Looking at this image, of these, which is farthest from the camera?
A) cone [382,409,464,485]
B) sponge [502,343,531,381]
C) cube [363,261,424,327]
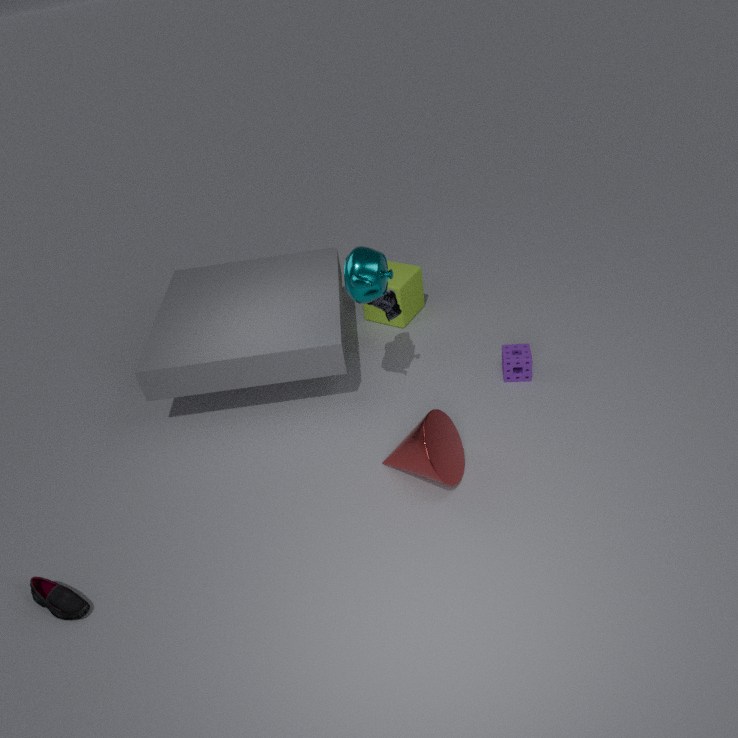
cube [363,261,424,327]
